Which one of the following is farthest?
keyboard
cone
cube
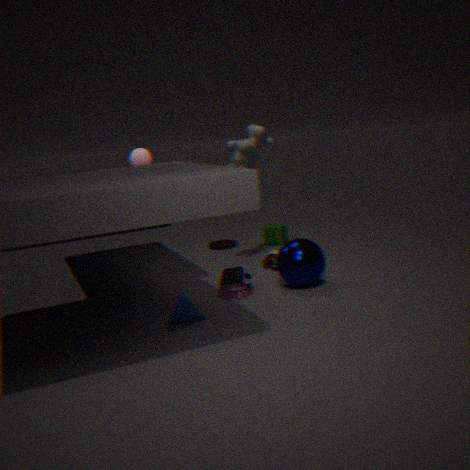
cube
